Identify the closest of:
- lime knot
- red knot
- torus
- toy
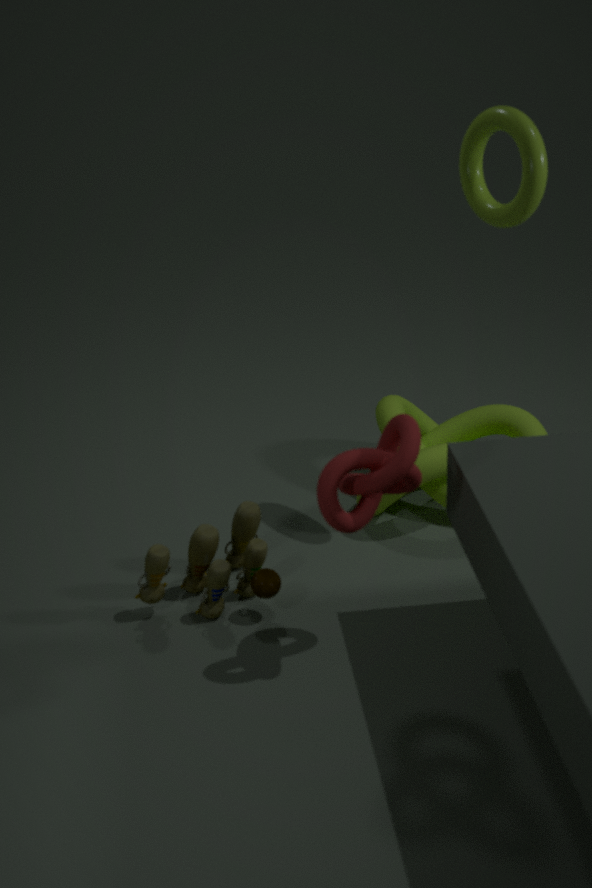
red knot
